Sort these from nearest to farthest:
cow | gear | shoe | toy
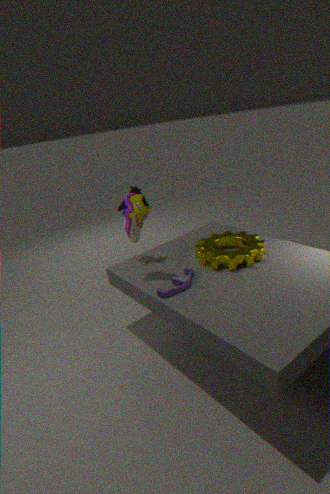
toy < gear < shoe < cow
